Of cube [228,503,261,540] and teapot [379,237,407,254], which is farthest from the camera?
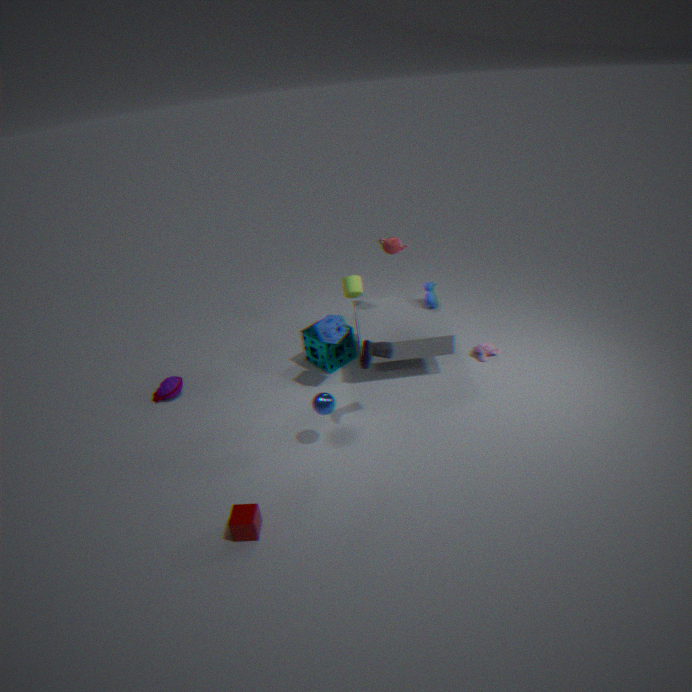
teapot [379,237,407,254]
